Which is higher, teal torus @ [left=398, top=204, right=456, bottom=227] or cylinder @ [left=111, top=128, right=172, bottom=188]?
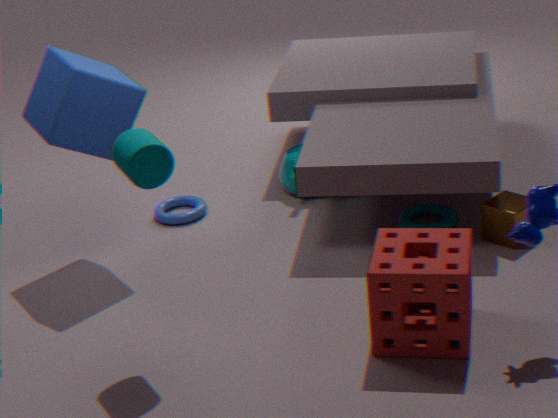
cylinder @ [left=111, top=128, right=172, bottom=188]
